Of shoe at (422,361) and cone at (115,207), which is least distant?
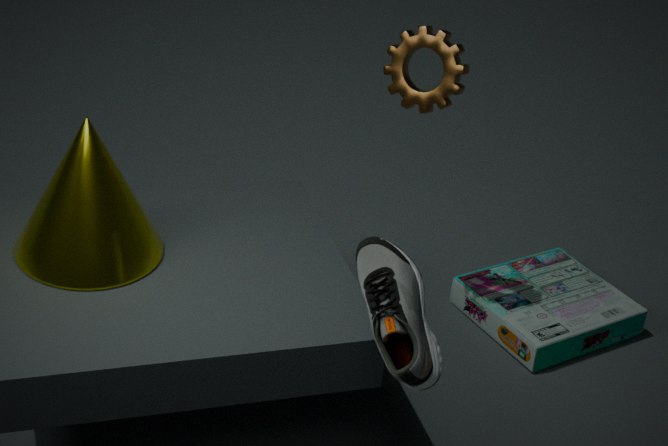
shoe at (422,361)
